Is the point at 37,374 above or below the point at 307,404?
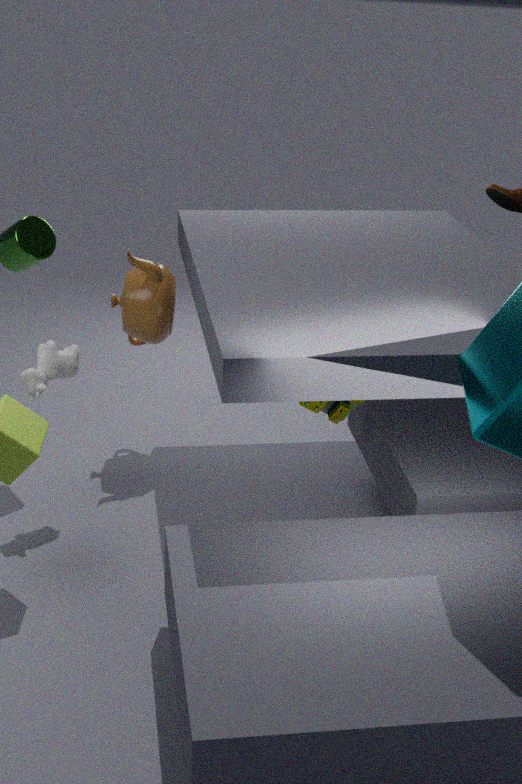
above
